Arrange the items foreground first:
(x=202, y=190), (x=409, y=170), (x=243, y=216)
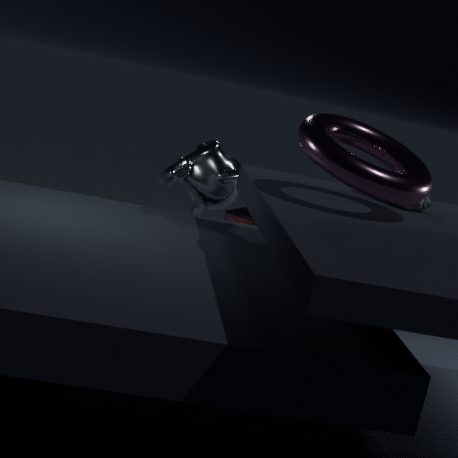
(x=409, y=170)
(x=202, y=190)
(x=243, y=216)
